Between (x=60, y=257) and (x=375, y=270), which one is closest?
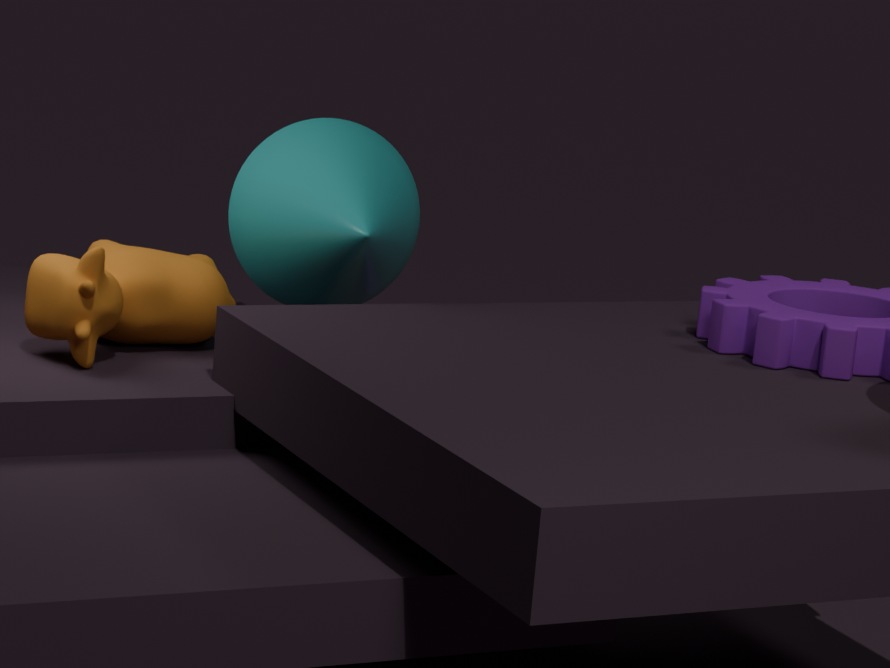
(x=60, y=257)
